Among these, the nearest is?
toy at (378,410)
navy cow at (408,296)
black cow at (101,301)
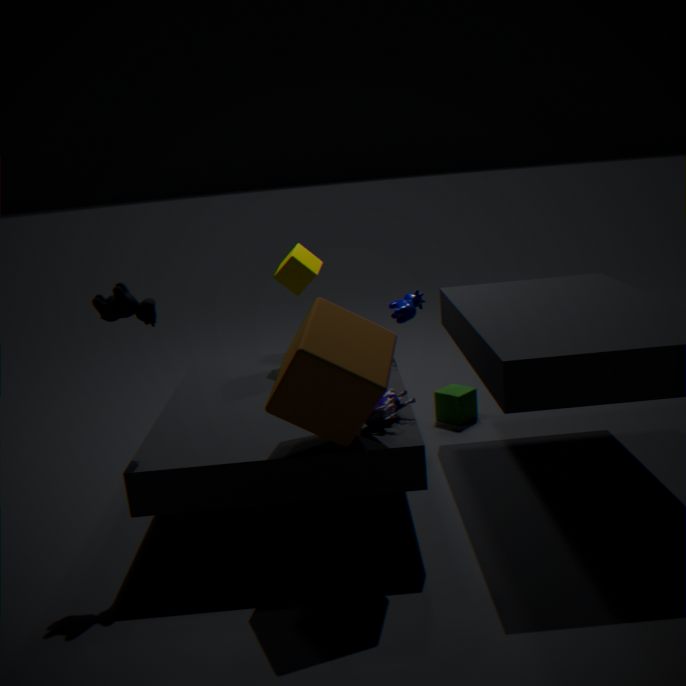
black cow at (101,301)
